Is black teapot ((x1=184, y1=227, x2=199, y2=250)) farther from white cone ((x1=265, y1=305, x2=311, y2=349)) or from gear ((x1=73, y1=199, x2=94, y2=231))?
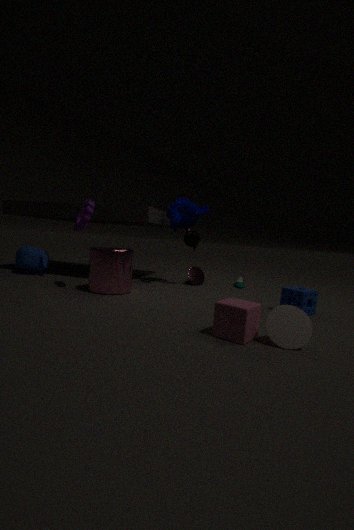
white cone ((x1=265, y1=305, x2=311, y2=349))
